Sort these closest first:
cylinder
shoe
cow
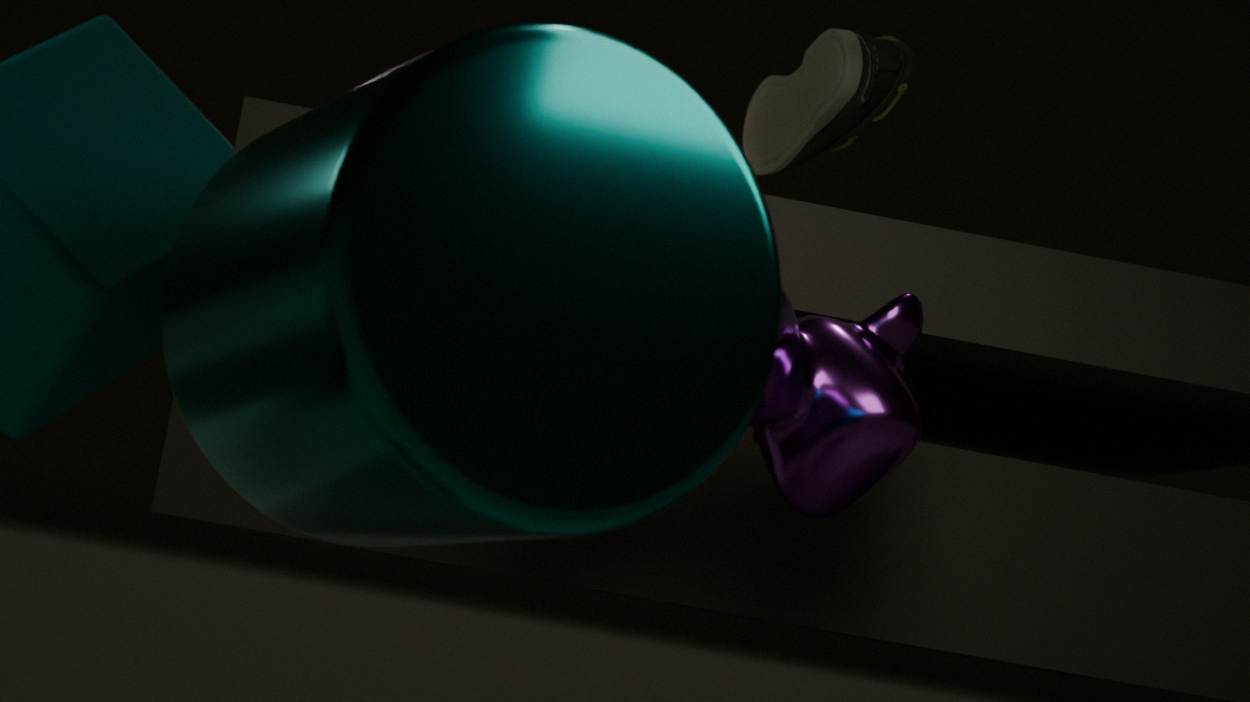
1. cylinder
2. cow
3. shoe
